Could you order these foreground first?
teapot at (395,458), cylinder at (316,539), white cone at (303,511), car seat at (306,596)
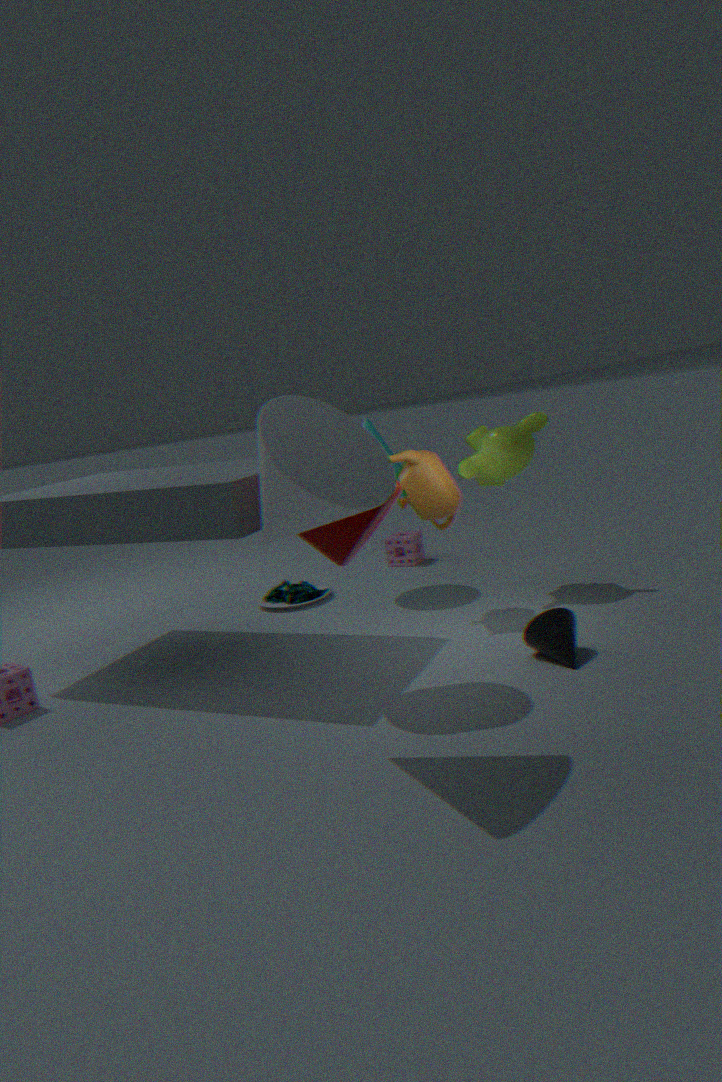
white cone at (303,511) < cylinder at (316,539) < teapot at (395,458) < car seat at (306,596)
